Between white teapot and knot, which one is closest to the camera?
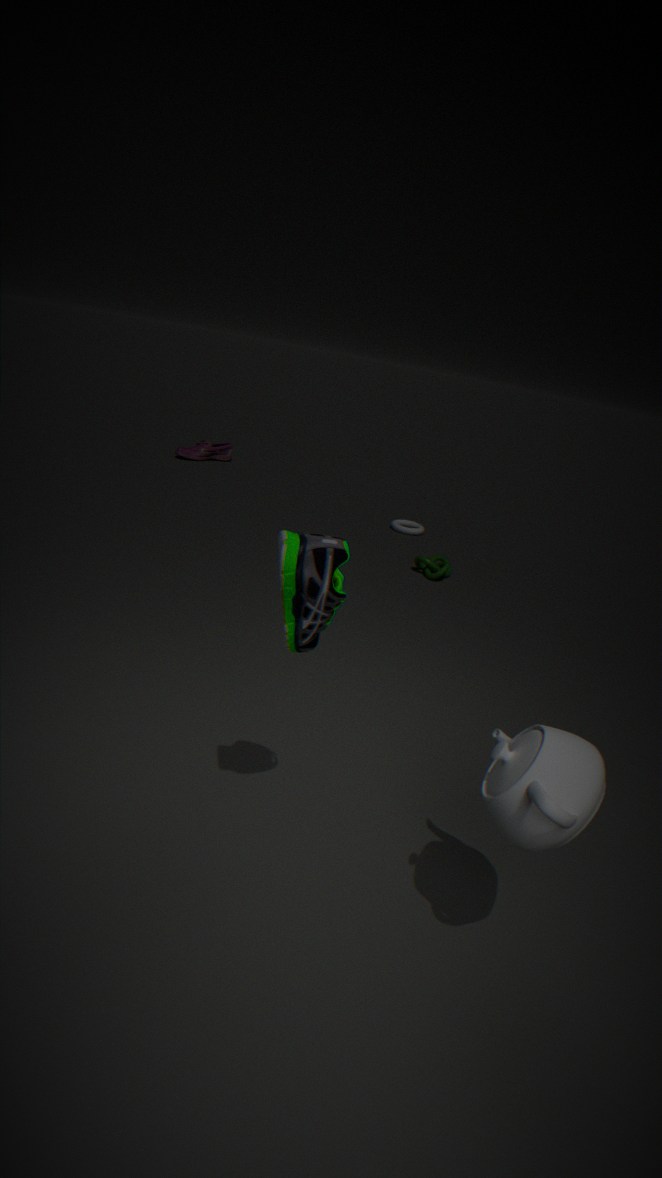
white teapot
